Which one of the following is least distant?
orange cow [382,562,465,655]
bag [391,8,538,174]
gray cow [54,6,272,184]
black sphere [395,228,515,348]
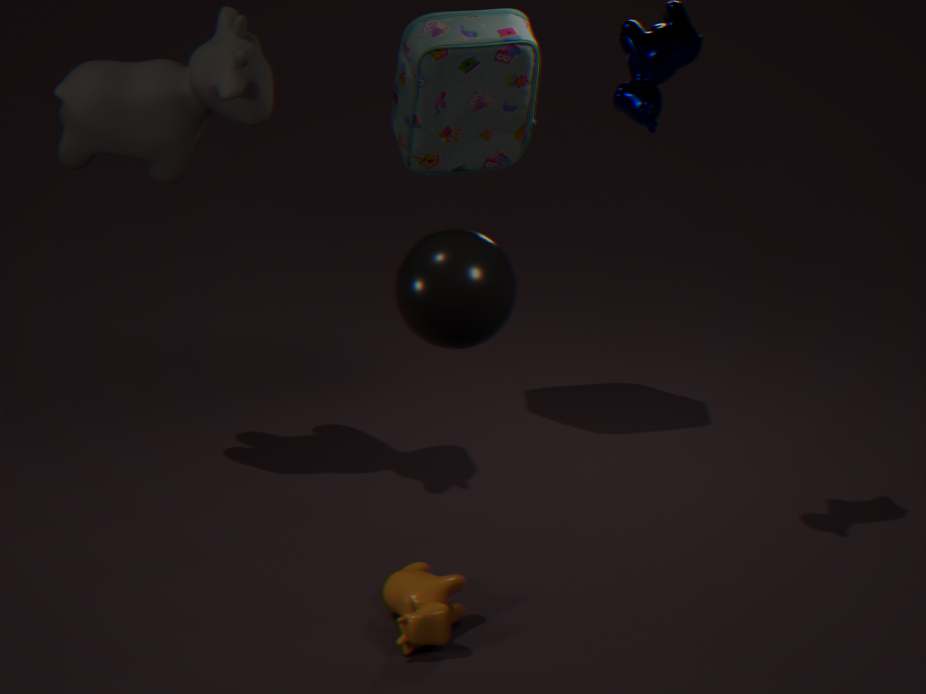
black sphere [395,228,515,348]
